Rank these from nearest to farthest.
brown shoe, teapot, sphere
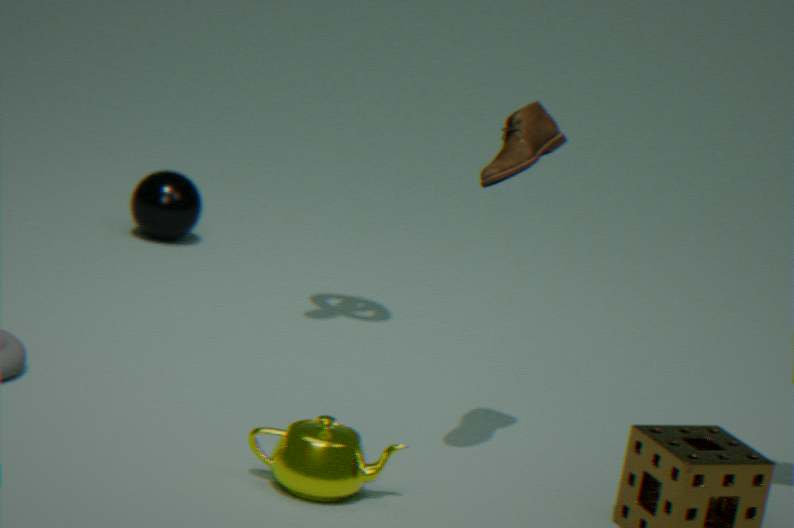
teapot
brown shoe
sphere
